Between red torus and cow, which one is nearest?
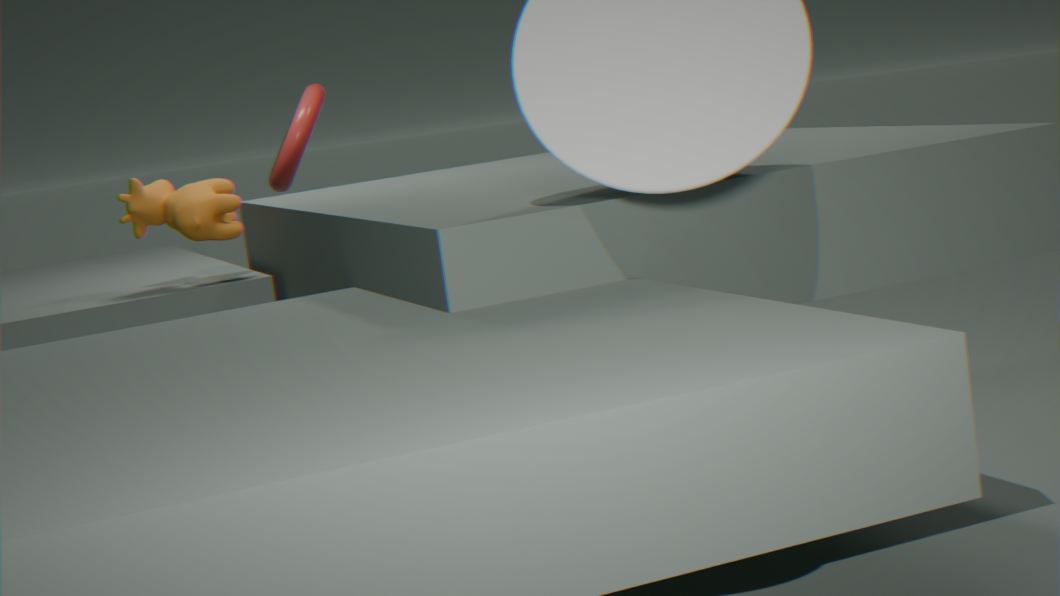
cow
